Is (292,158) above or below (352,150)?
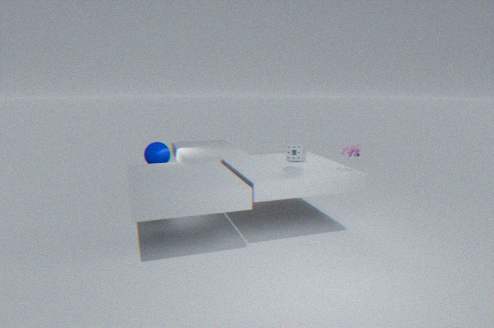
below
